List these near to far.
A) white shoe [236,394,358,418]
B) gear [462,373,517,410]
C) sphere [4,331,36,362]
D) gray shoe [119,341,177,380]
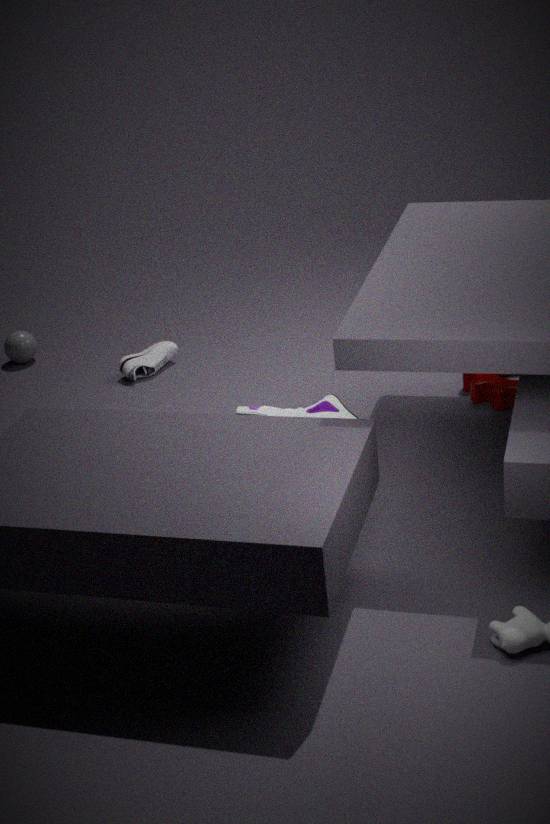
white shoe [236,394,358,418] → gear [462,373,517,410] → gray shoe [119,341,177,380] → sphere [4,331,36,362]
